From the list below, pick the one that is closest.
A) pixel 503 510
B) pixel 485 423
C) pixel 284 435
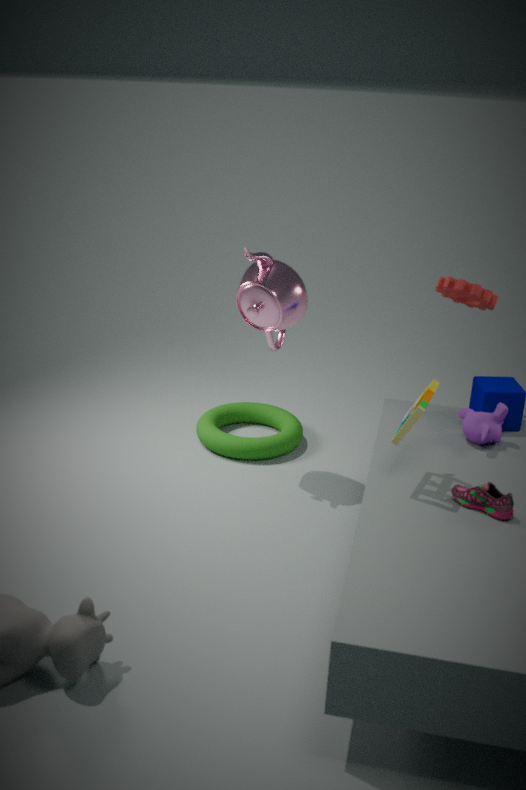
pixel 503 510
